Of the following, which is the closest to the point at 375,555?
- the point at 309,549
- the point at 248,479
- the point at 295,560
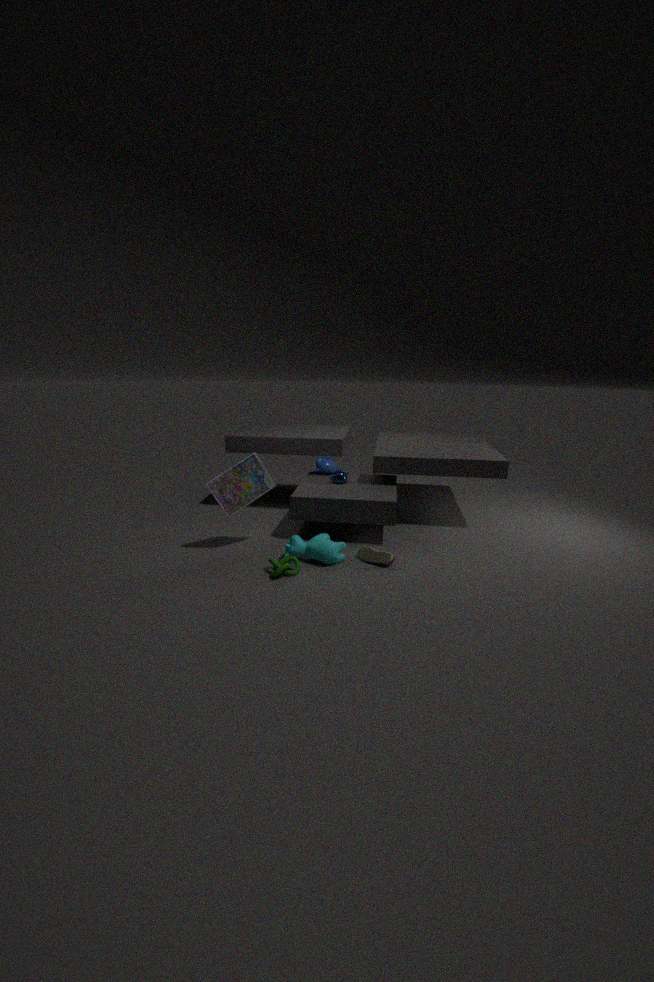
the point at 309,549
